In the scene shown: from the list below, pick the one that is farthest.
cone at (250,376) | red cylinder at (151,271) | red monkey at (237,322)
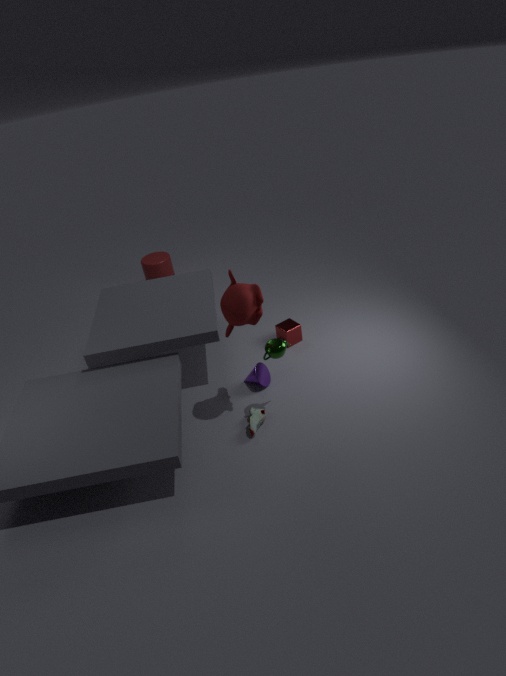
red cylinder at (151,271)
